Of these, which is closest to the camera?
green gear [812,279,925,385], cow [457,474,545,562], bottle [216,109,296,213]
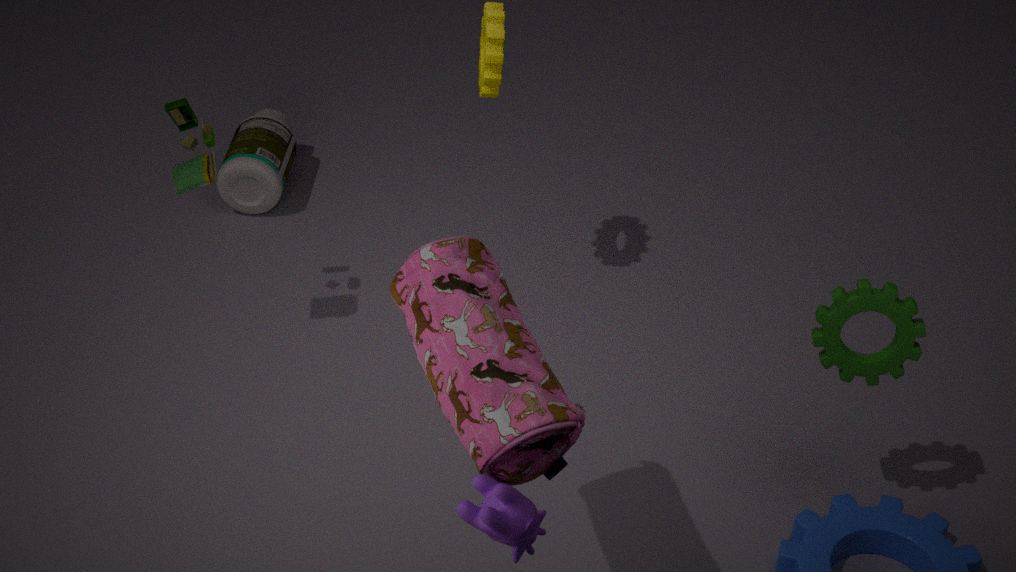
cow [457,474,545,562]
